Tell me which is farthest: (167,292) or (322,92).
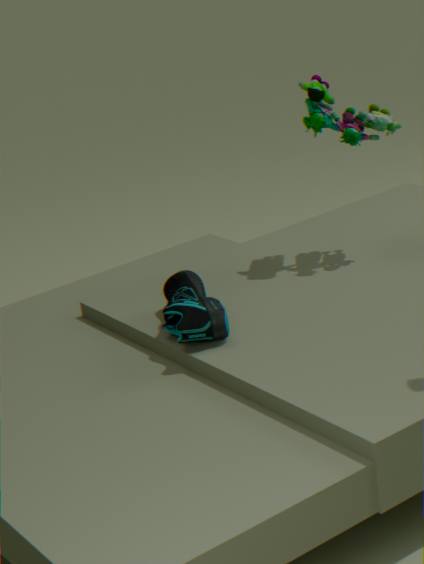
(322,92)
